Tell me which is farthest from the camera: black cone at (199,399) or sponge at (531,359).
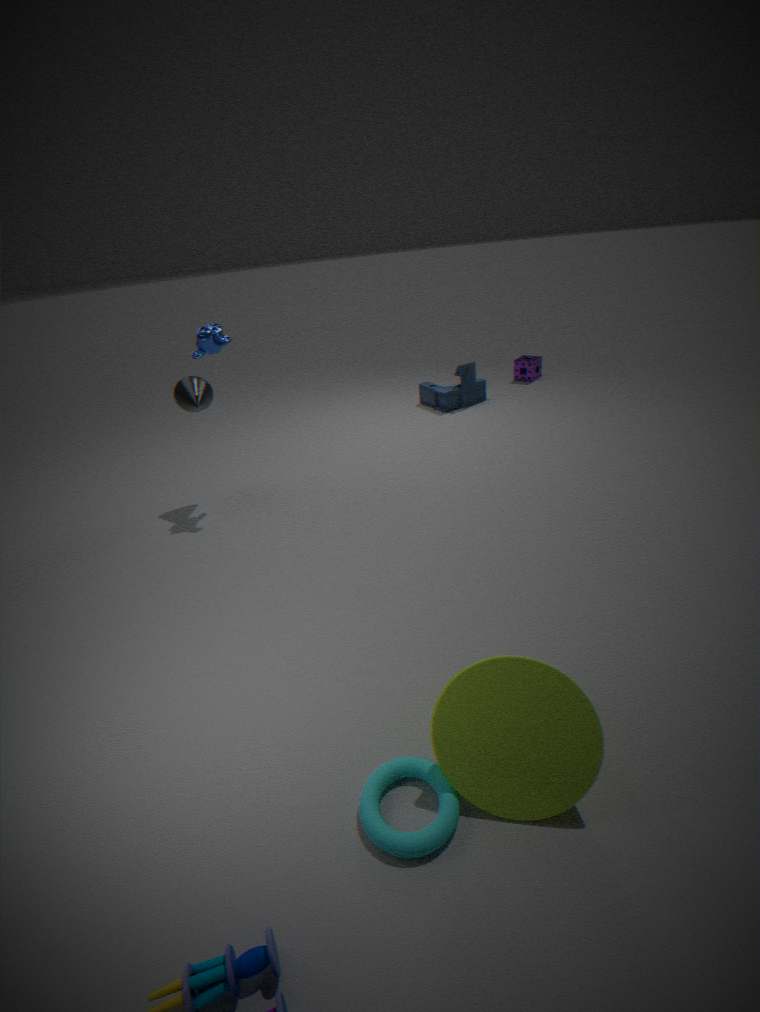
sponge at (531,359)
